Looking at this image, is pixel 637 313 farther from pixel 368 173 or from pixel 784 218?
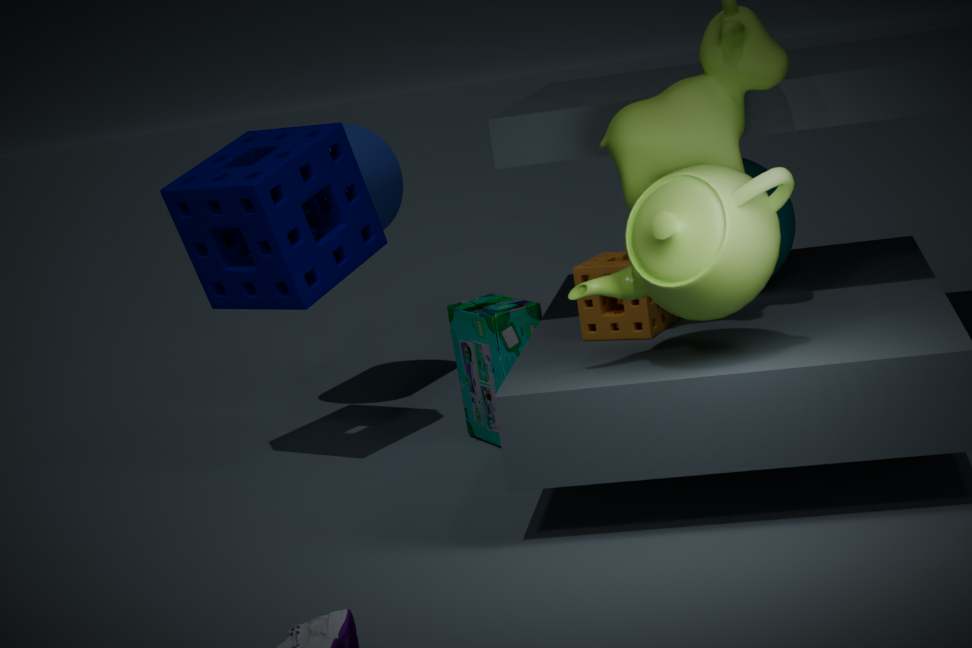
pixel 368 173
